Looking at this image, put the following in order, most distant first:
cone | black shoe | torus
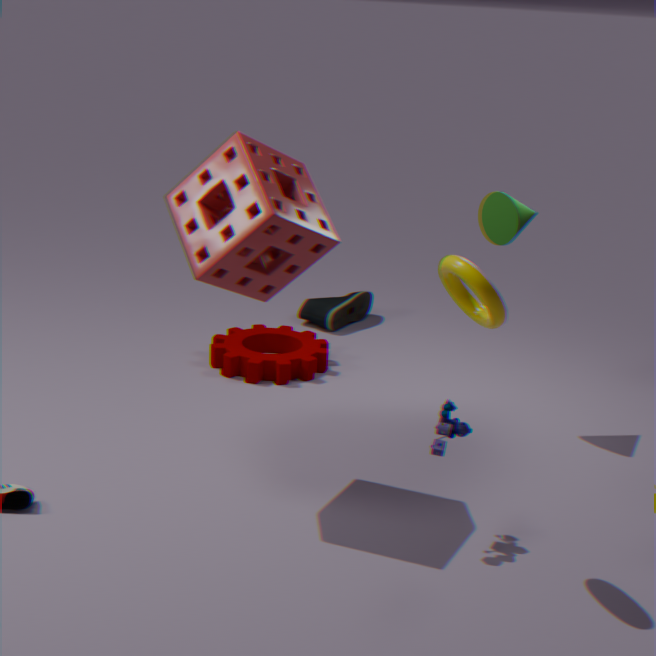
black shoe → cone → torus
